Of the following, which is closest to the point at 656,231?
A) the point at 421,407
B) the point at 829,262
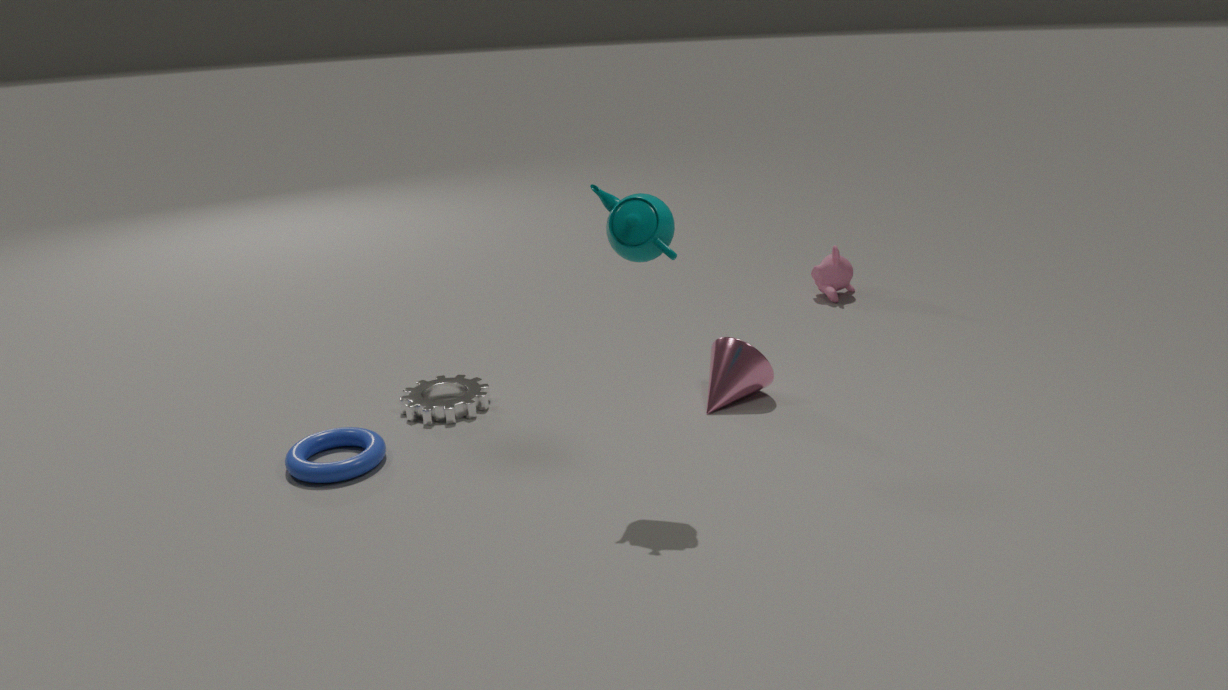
the point at 421,407
